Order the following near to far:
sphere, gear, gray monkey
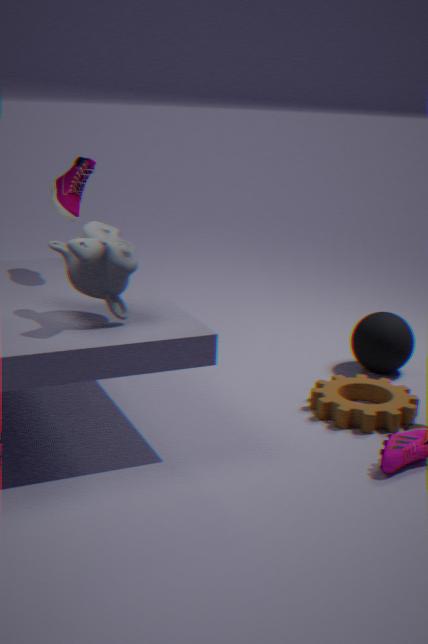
gray monkey
gear
sphere
